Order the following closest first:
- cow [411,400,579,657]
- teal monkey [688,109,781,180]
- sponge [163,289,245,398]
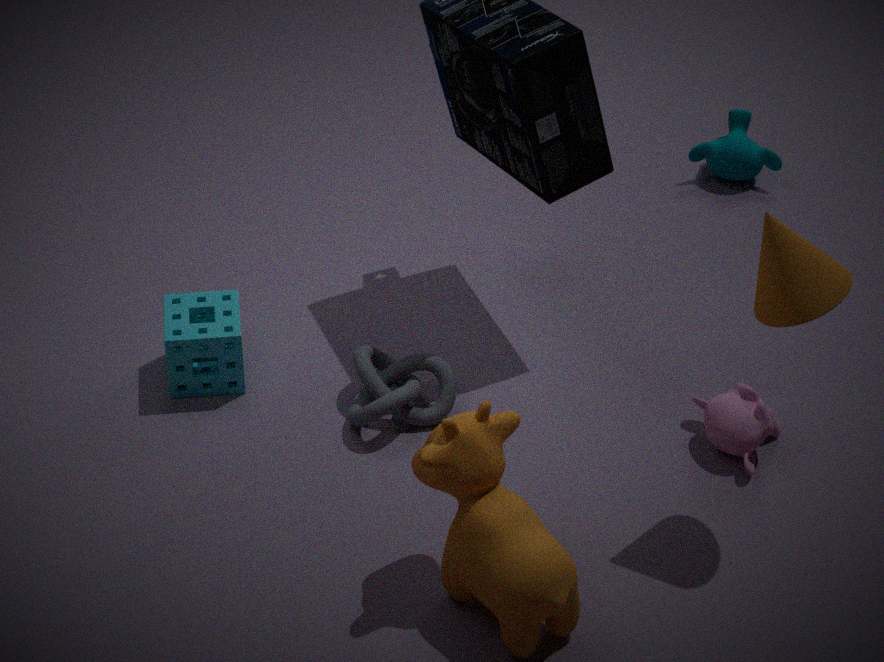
cow [411,400,579,657] < sponge [163,289,245,398] < teal monkey [688,109,781,180]
